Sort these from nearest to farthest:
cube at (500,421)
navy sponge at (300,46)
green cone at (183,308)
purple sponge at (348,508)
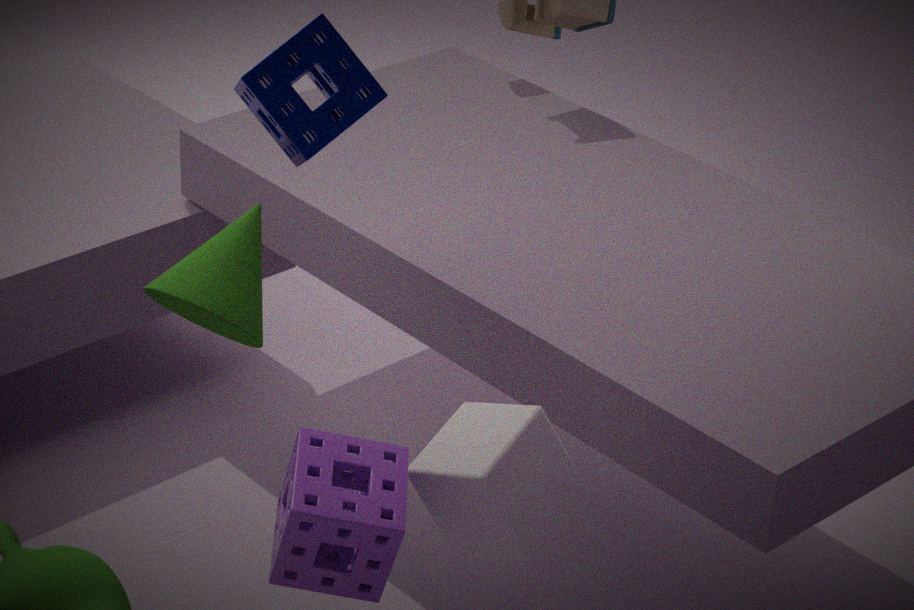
purple sponge at (348,508) < cube at (500,421) < green cone at (183,308) < navy sponge at (300,46)
